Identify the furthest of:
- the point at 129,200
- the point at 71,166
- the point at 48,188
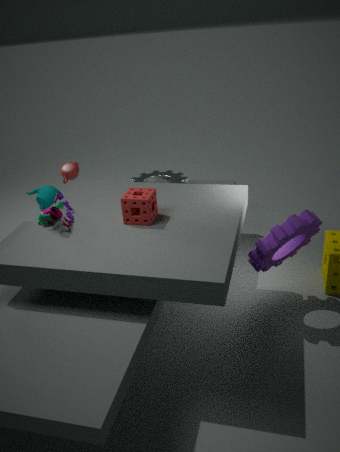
the point at 48,188
